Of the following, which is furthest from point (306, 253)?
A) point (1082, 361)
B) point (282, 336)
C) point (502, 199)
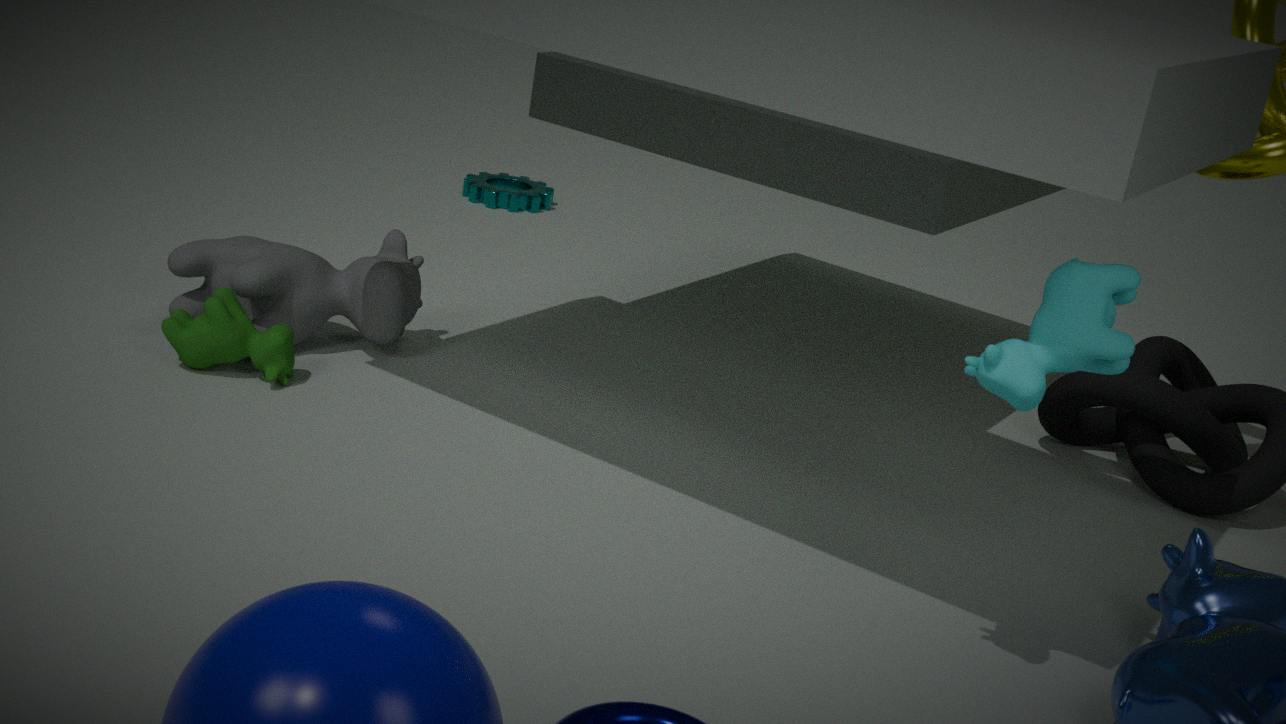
point (1082, 361)
